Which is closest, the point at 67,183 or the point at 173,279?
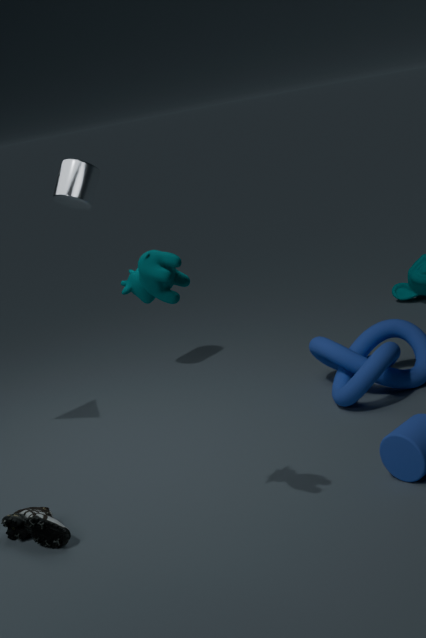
the point at 173,279
